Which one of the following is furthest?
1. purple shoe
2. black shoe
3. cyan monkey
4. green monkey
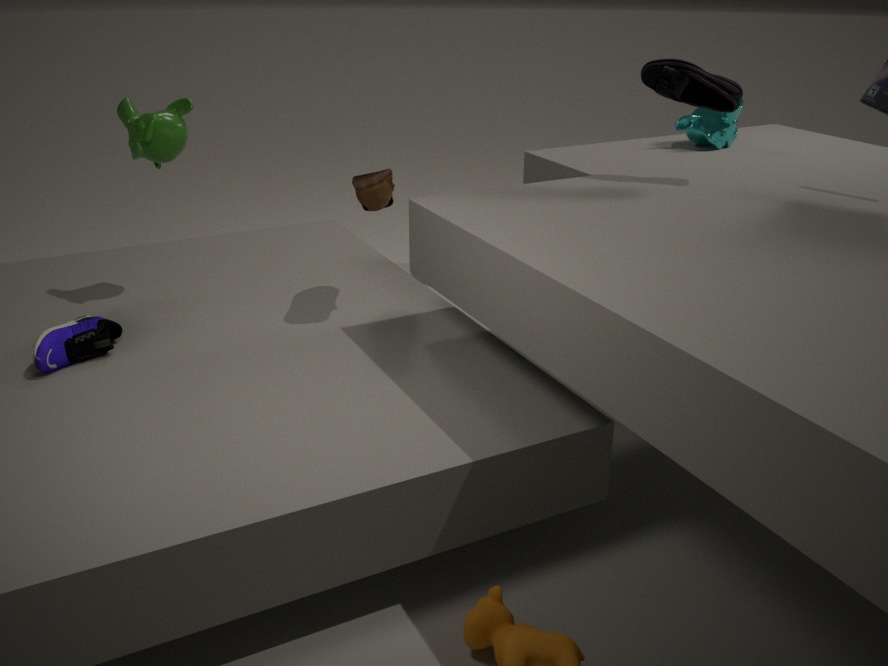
cyan monkey
